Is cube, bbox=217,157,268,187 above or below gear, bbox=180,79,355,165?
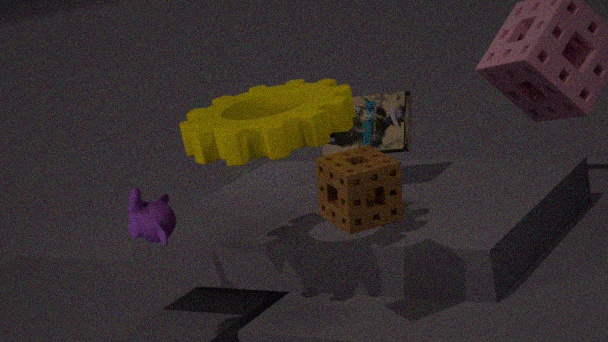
below
